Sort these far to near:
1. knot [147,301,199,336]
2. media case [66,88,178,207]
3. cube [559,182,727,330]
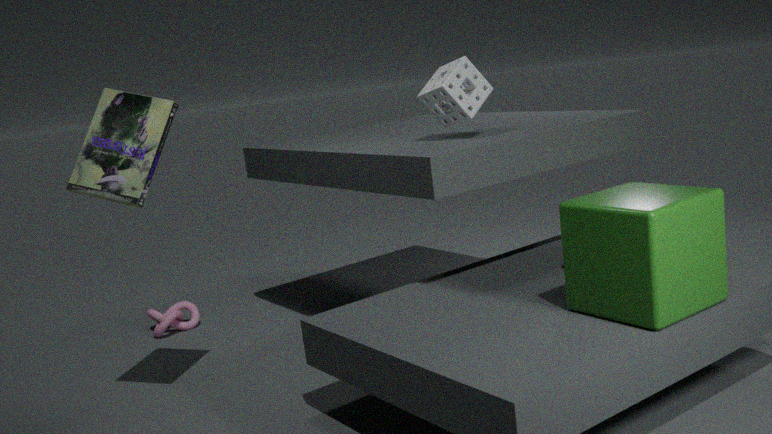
1. knot [147,301,199,336]
2. media case [66,88,178,207]
3. cube [559,182,727,330]
